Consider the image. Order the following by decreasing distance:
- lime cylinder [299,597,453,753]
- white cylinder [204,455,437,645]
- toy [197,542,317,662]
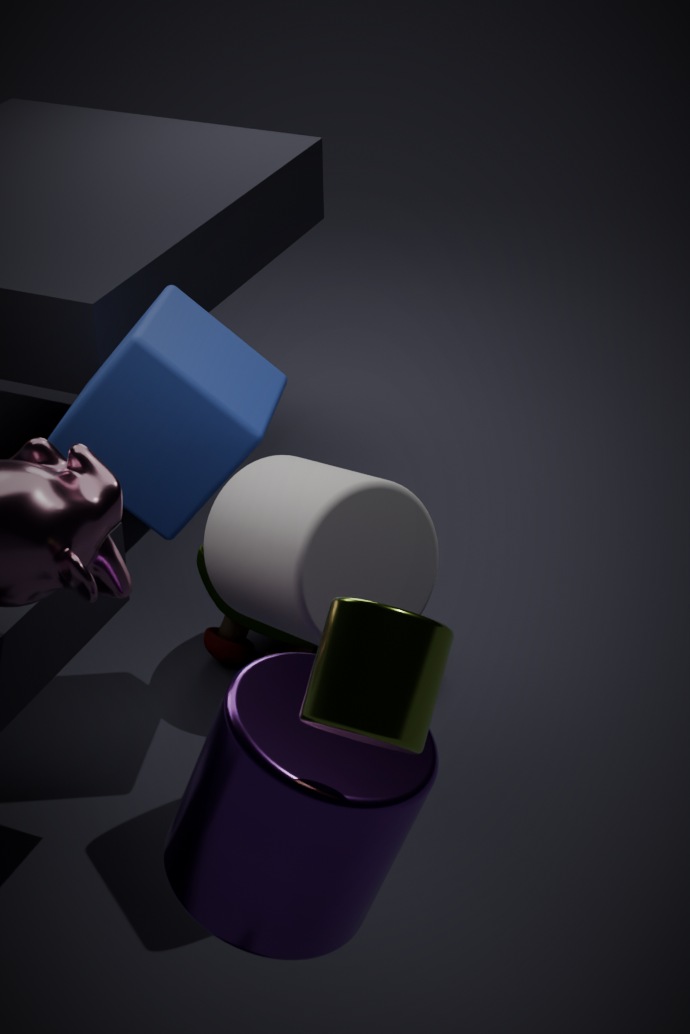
1. toy [197,542,317,662]
2. white cylinder [204,455,437,645]
3. lime cylinder [299,597,453,753]
